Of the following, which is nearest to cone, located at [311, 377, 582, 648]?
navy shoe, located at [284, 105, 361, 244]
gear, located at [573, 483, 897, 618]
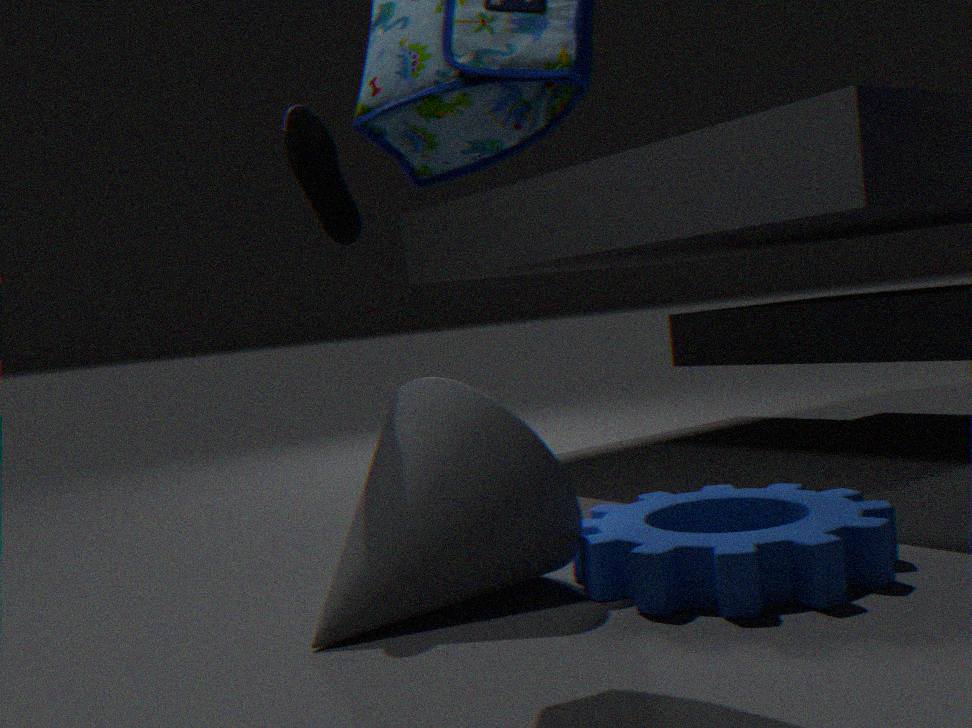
gear, located at [573, 483, 897, 618]
